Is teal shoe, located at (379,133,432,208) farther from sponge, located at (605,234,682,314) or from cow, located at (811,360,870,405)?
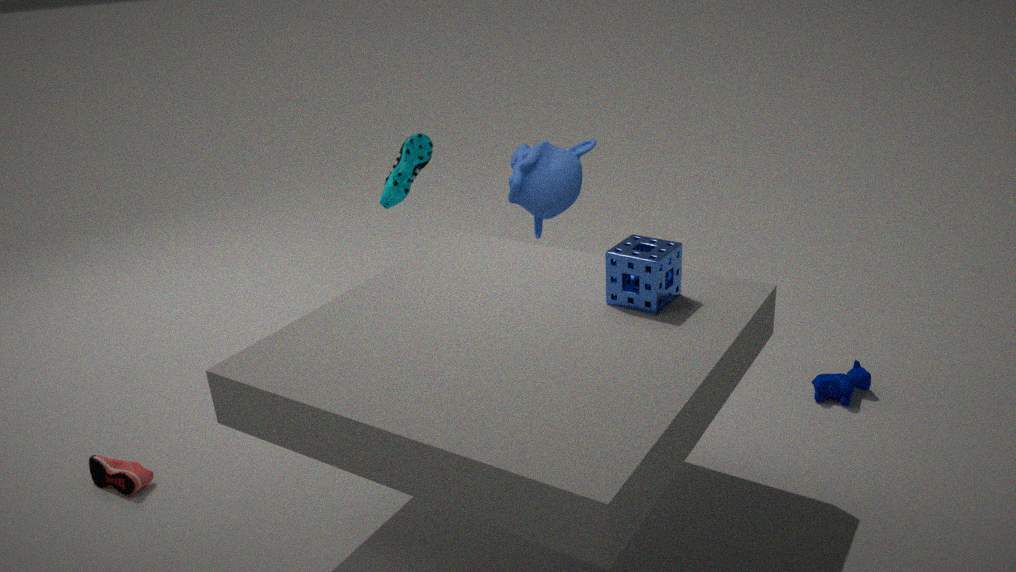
cow, located at (811,360,870,405)
